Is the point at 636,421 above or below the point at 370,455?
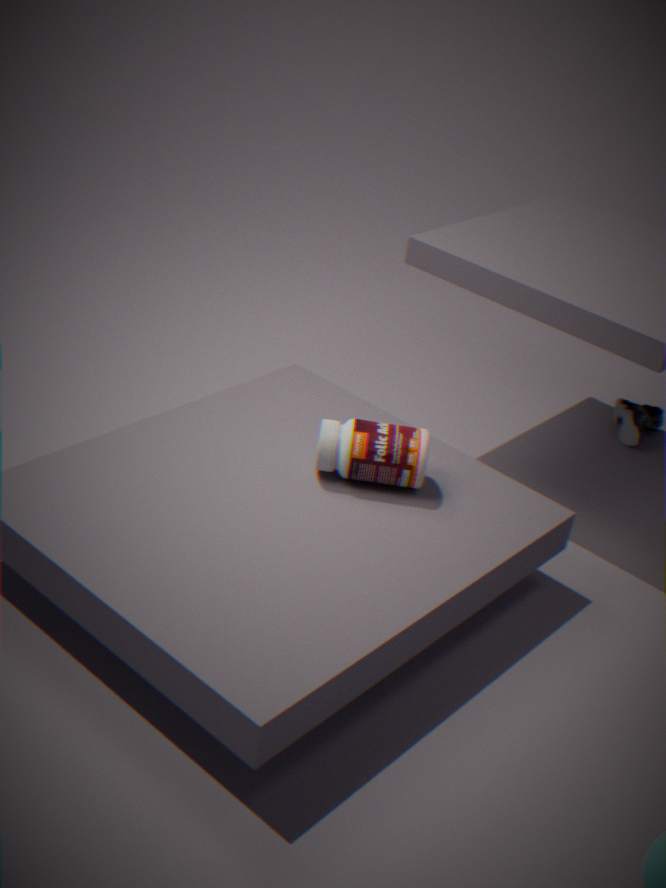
below
